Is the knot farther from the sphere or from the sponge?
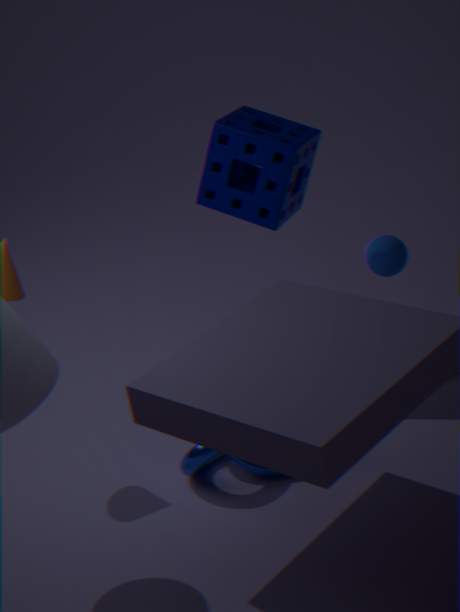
the sphere
